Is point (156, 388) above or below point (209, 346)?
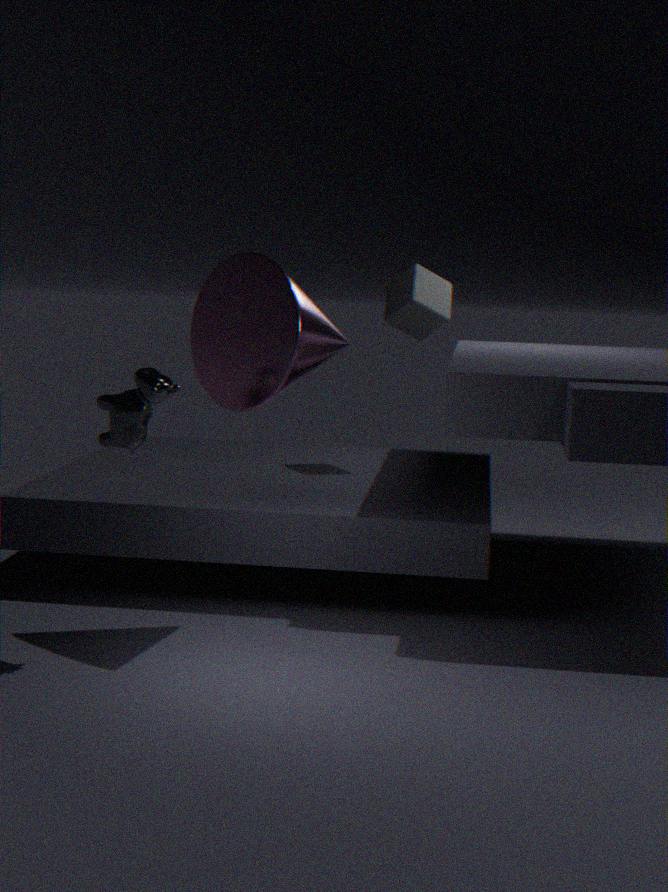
below
